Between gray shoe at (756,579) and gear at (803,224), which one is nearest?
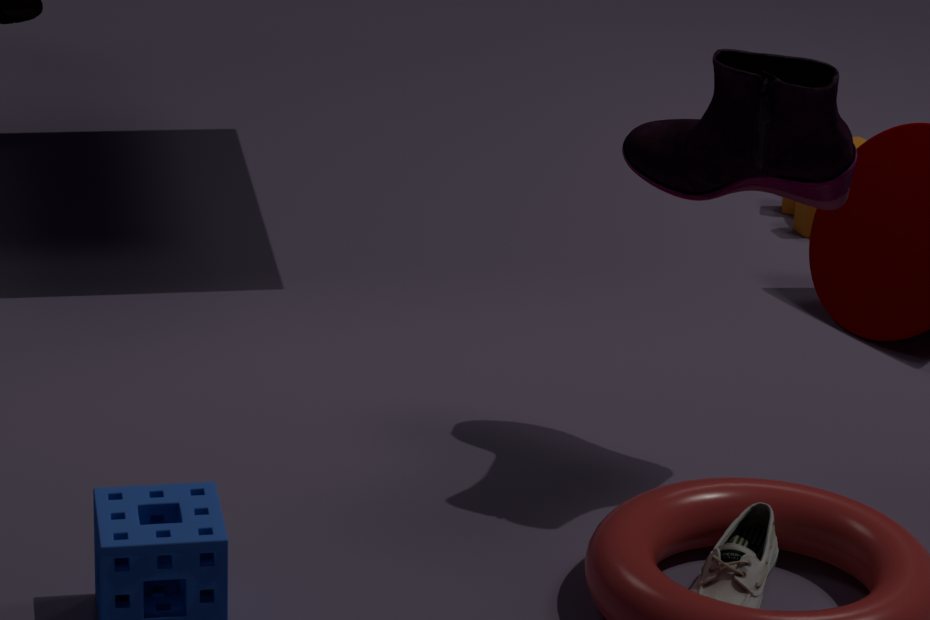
gray shoe at (756,579)
